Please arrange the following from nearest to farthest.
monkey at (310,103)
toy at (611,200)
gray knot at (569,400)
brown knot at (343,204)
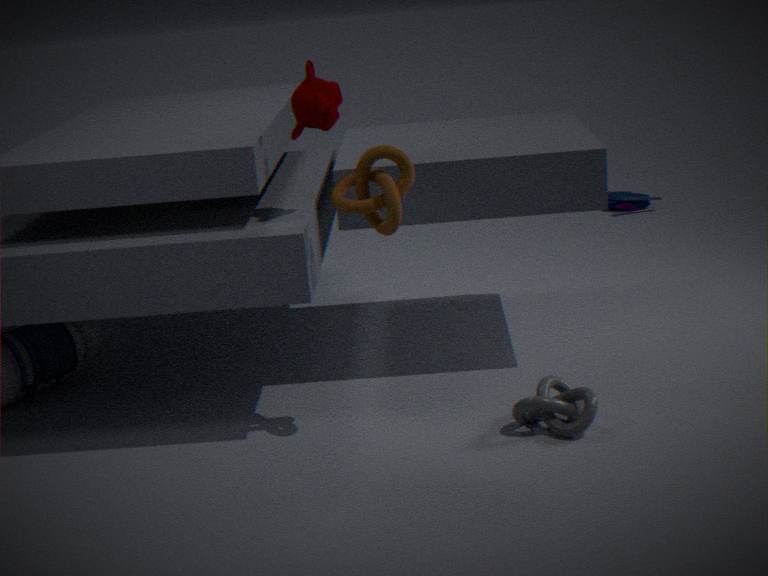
1. brown knot at (343,204)
2. gray knot at (569,400)
3. monkey at (310,103)
4. toy at (611,200)
